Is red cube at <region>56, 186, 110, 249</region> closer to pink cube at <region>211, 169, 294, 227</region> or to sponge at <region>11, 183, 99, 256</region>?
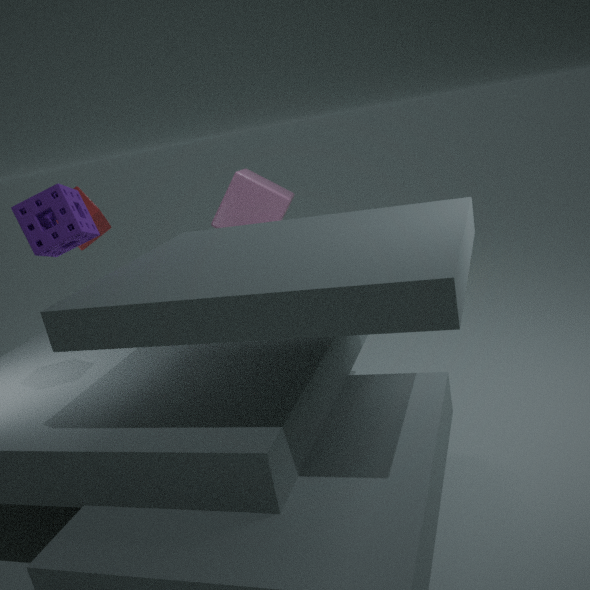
sponge at <region>11, 183, 99, 256</region>
